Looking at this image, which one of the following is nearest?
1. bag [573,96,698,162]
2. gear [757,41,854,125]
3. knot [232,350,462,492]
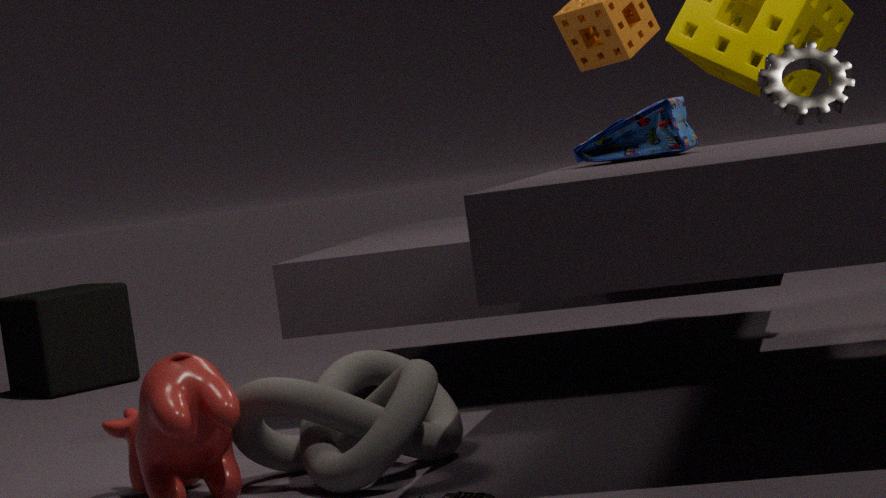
knot [232,350,462,492]
